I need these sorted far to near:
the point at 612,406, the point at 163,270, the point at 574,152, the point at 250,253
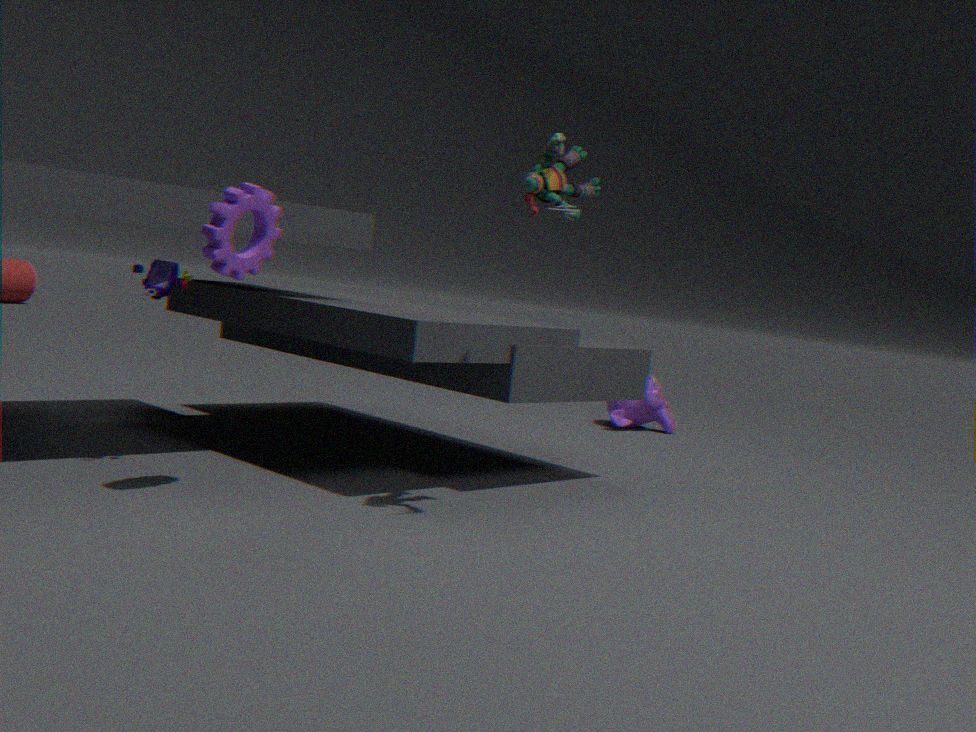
1. the point at 612,406
2. the point at 163,270
3. the point at 574,152
4. the point at 250,253
